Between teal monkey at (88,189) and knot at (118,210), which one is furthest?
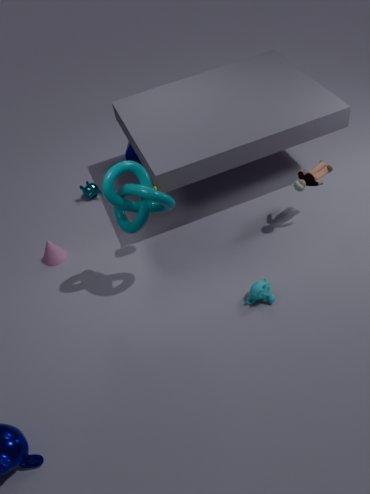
teal monkey at (88,189)
